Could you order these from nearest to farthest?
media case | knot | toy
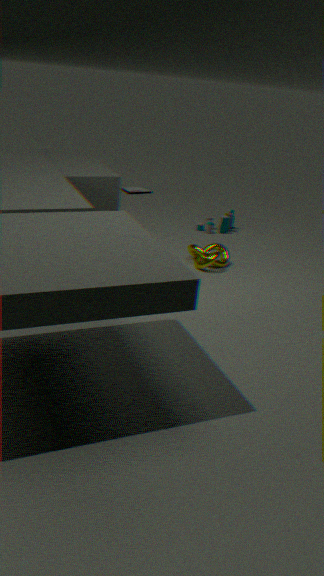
knot, toy, media case
